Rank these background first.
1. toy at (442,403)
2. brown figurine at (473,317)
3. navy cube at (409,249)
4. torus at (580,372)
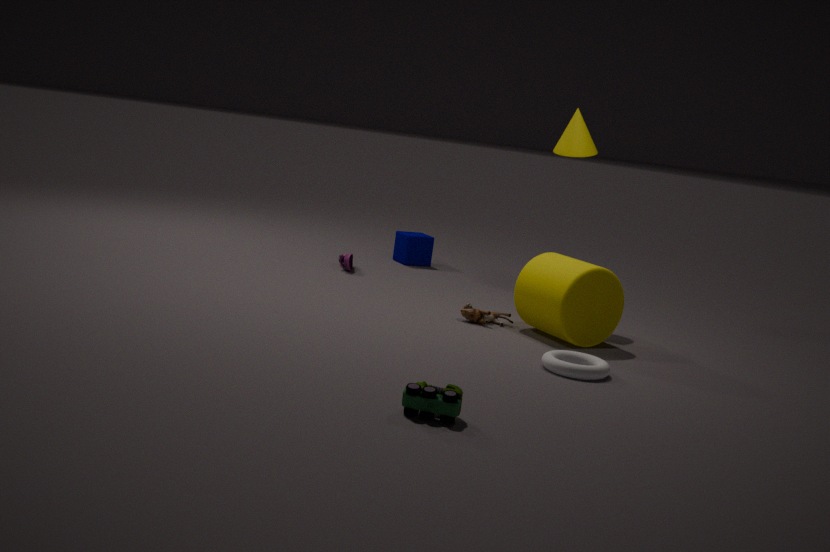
navy cube at (409,249)
brown figurine at (473,317)
torus at (580,372)
toy at (442,403)
